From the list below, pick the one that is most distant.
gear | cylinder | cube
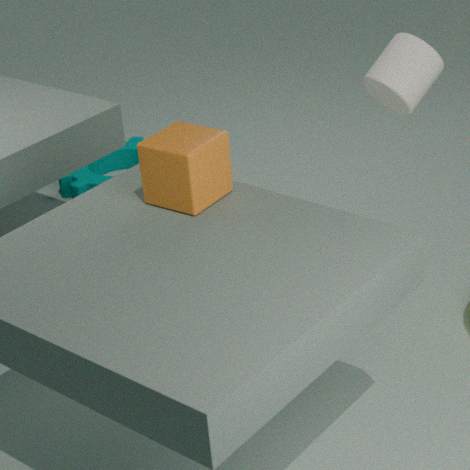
gear
